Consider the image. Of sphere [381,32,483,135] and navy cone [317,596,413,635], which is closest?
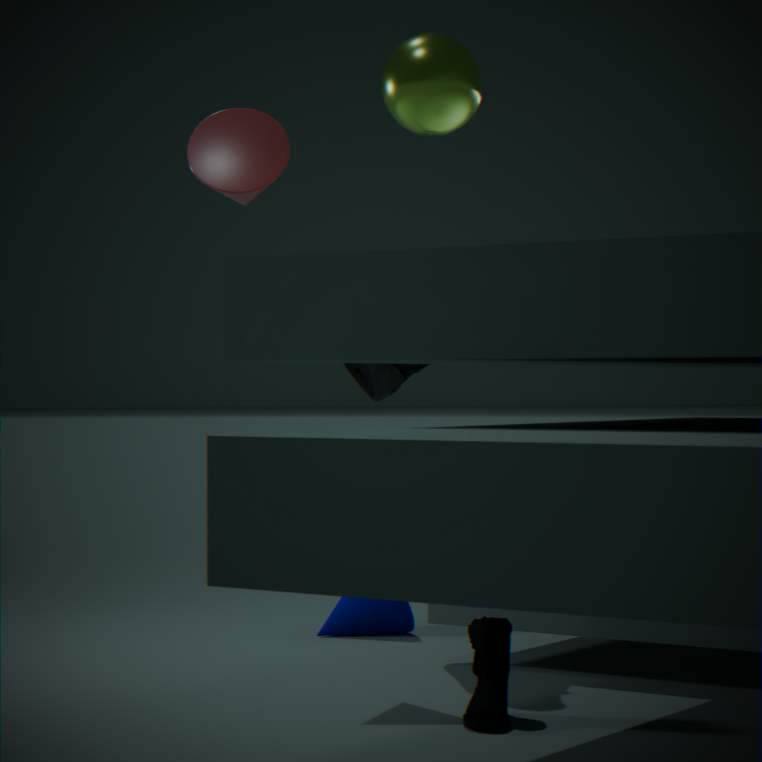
sphere [381,32,483,135]
